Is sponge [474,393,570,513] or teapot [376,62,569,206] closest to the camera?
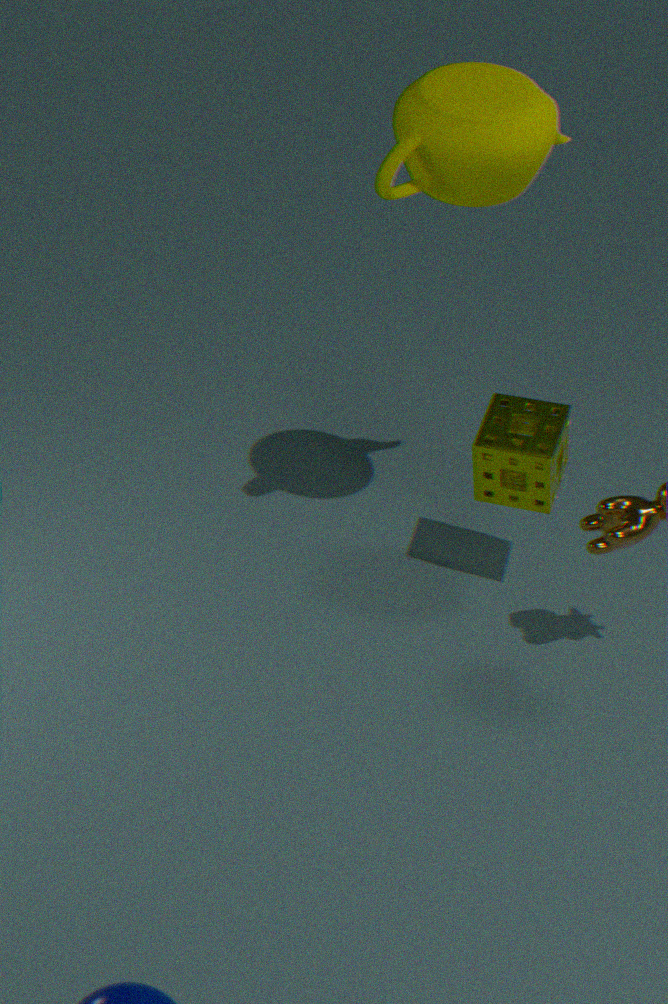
teapot [376,62,569,206]
